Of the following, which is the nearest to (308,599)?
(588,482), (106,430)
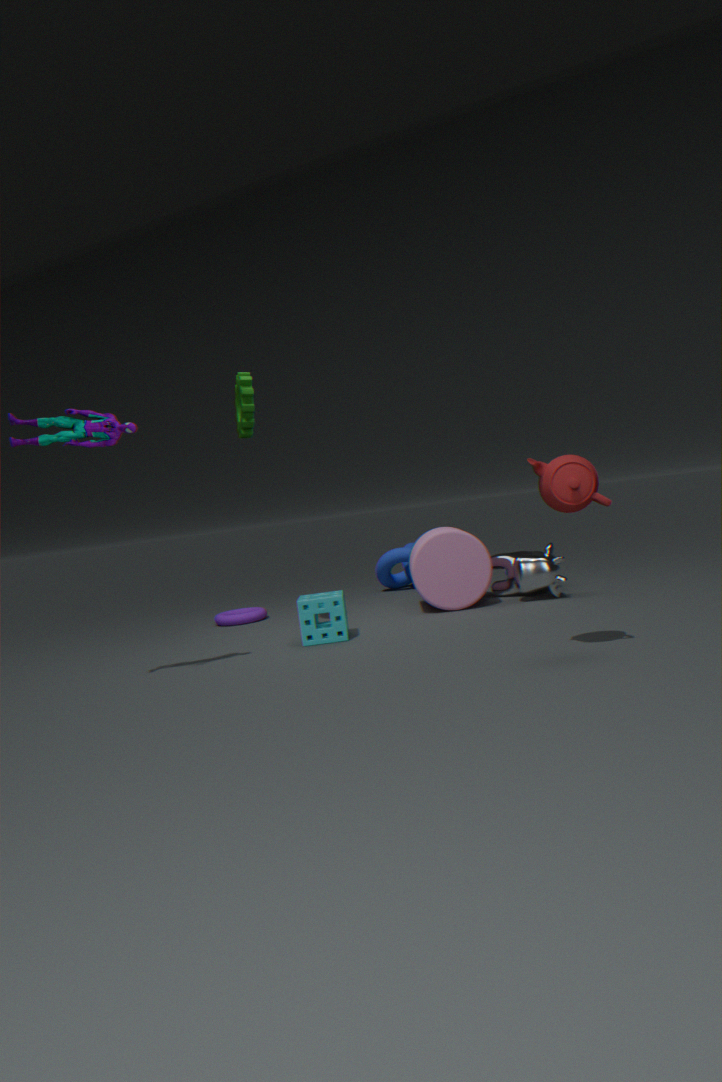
(106,430)
